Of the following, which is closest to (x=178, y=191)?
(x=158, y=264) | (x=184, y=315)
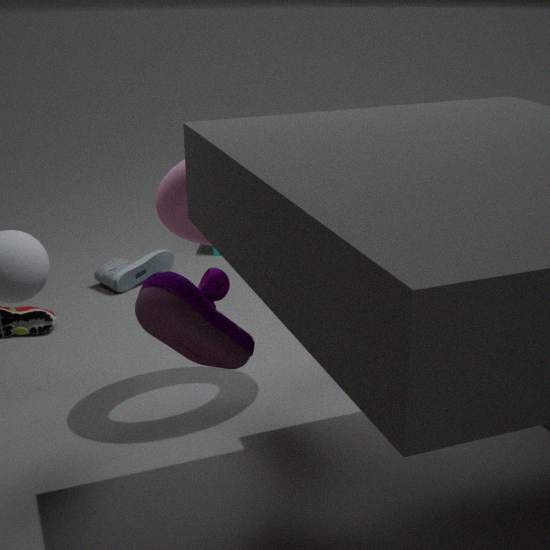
(x=184, y=315)
